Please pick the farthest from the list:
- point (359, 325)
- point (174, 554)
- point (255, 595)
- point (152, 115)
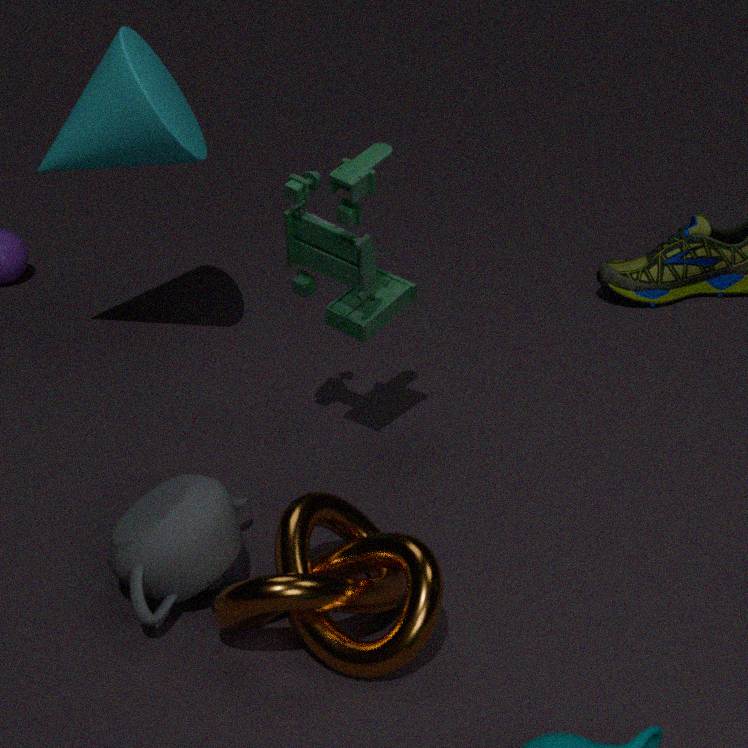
point (152, 115)
